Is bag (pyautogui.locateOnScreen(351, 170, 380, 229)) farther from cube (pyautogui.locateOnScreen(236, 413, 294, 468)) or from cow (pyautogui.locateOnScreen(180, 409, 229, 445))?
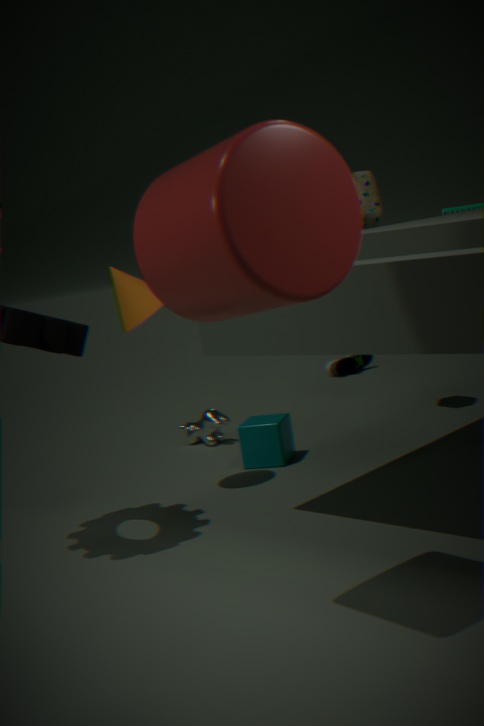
cow (pyautogui.locateOnScreen(180, 409, 229, 445))
